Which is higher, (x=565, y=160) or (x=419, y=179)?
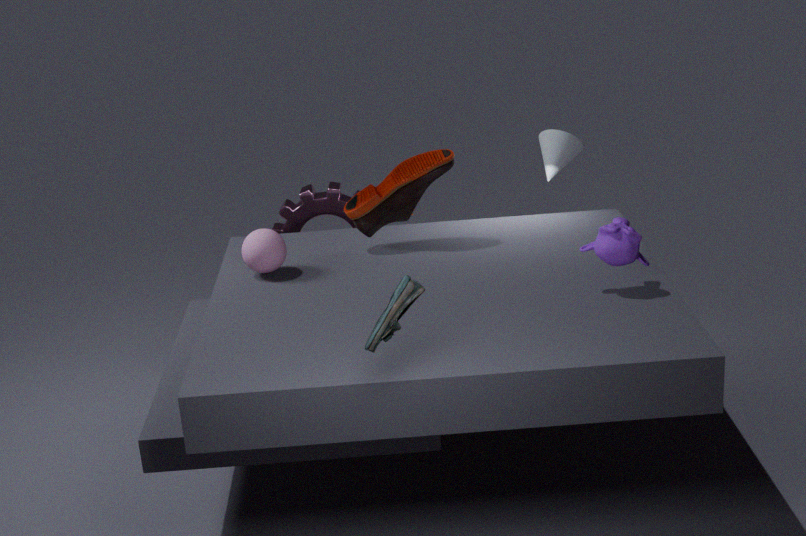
(x=419, y=179)
